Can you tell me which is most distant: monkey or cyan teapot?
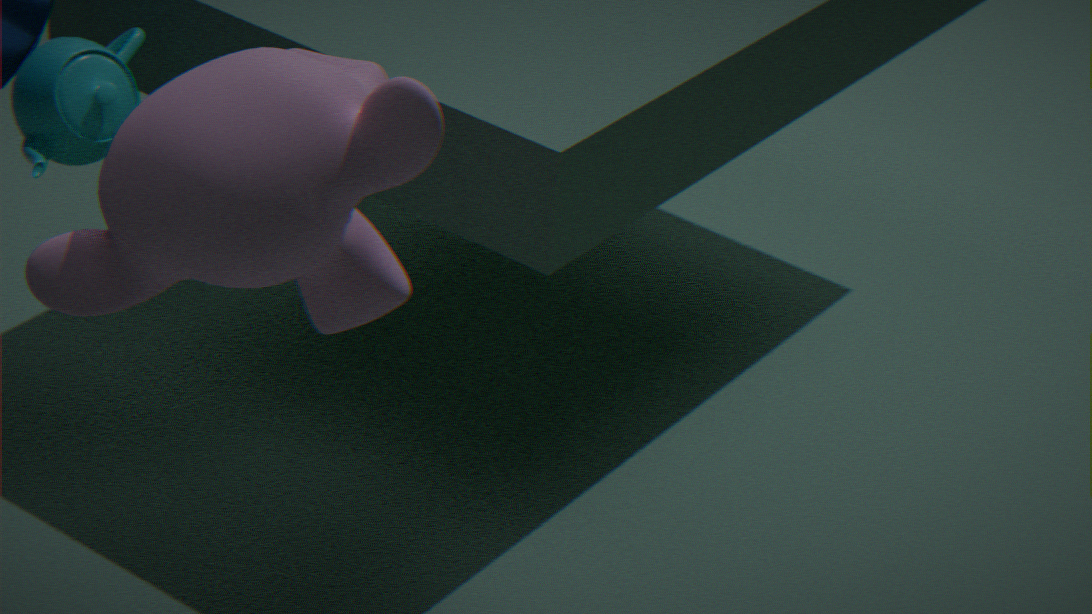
cyan teapot
